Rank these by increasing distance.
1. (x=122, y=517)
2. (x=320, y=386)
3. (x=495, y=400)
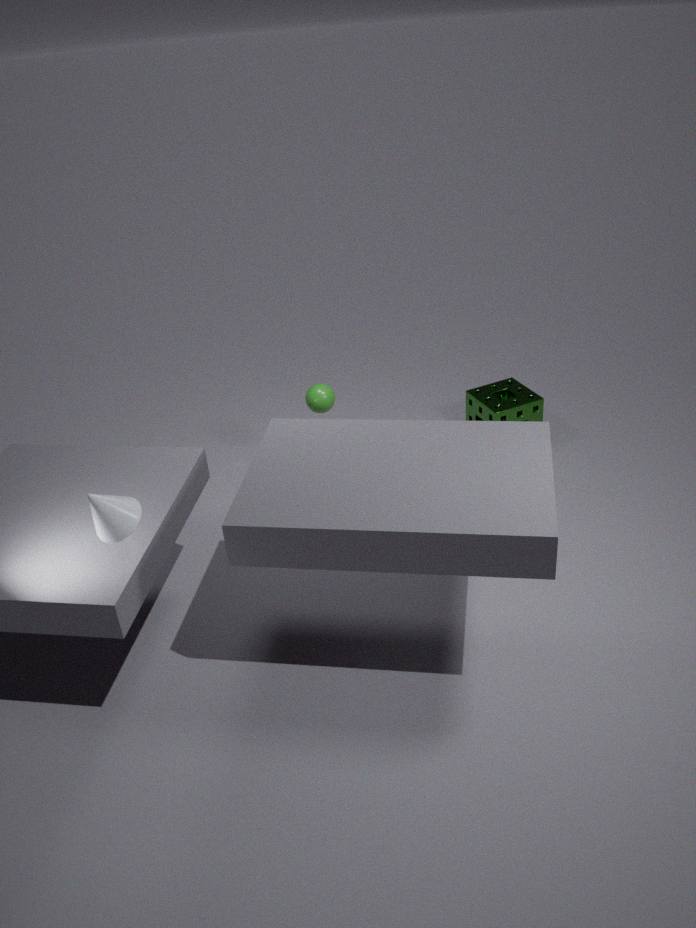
(x=122, y=517) < (x=320, y=386) < (x=495, y=400)
